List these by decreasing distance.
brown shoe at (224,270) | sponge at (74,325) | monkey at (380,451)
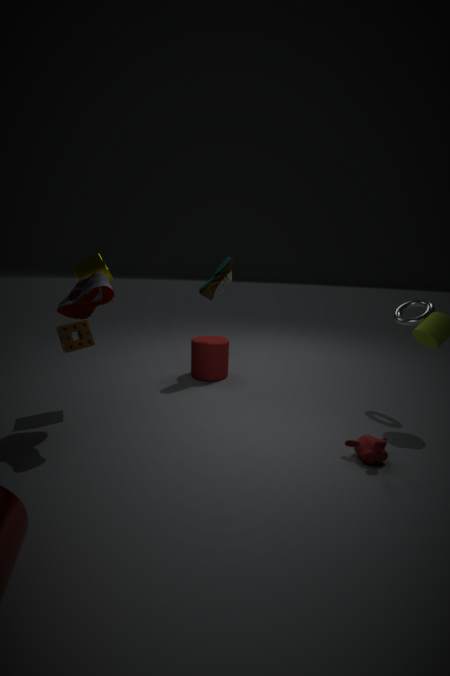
brown shoe at (224,270) → sponge at (74,325) → monkey at (380,451)
